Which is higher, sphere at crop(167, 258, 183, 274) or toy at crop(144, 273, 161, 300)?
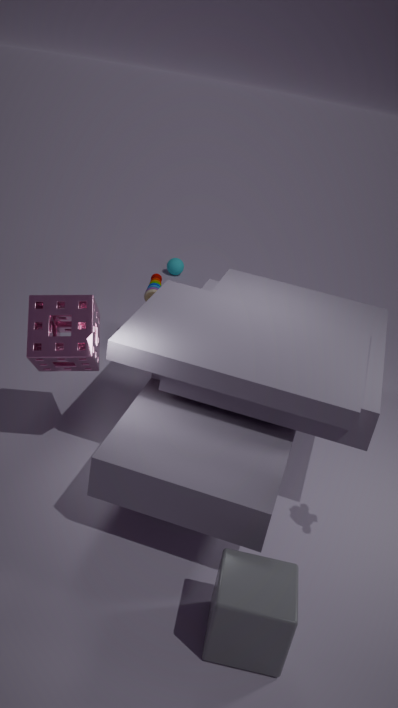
toy at crop(144, 273, 161, 300)
